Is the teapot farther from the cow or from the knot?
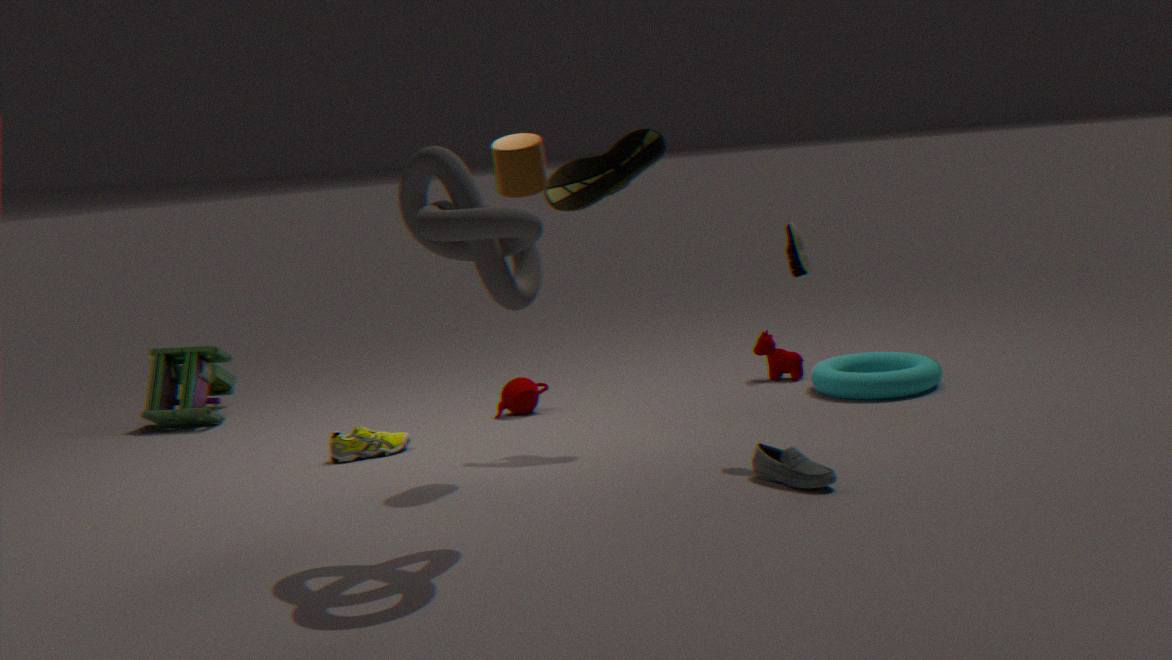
the knot
